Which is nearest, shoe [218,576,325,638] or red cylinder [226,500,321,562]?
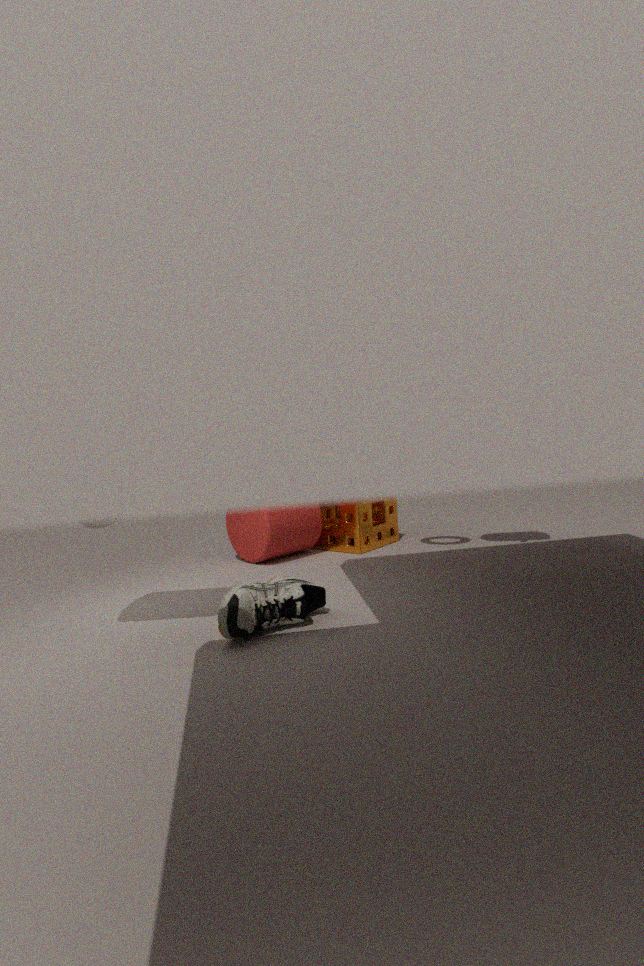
shoe [218,576,325,638]
